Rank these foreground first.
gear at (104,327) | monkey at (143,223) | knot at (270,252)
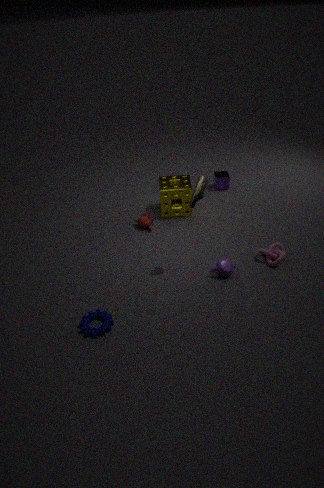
gear at (104,327), knot at (270,252), monkey at (143,223)
